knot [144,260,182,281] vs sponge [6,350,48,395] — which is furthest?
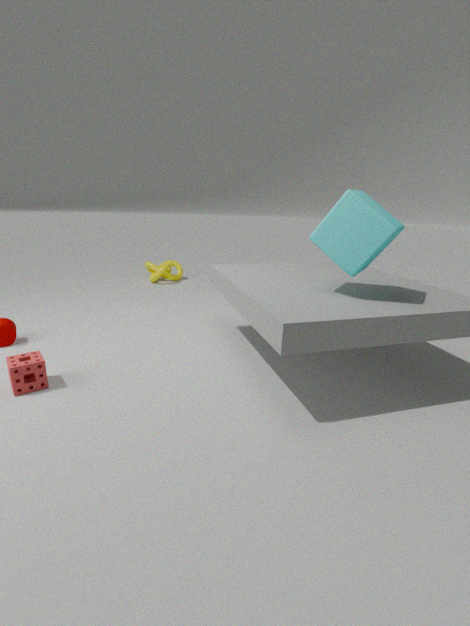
knot [144,260,182,281]
